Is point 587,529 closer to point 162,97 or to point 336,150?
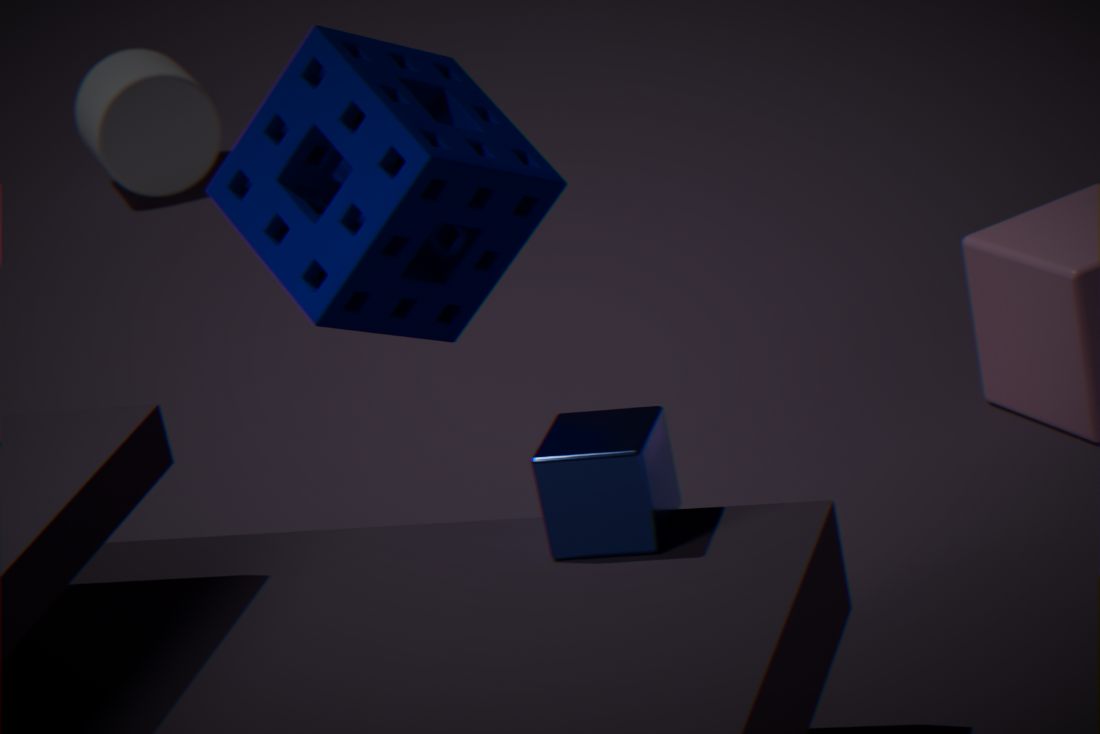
point 336,150
